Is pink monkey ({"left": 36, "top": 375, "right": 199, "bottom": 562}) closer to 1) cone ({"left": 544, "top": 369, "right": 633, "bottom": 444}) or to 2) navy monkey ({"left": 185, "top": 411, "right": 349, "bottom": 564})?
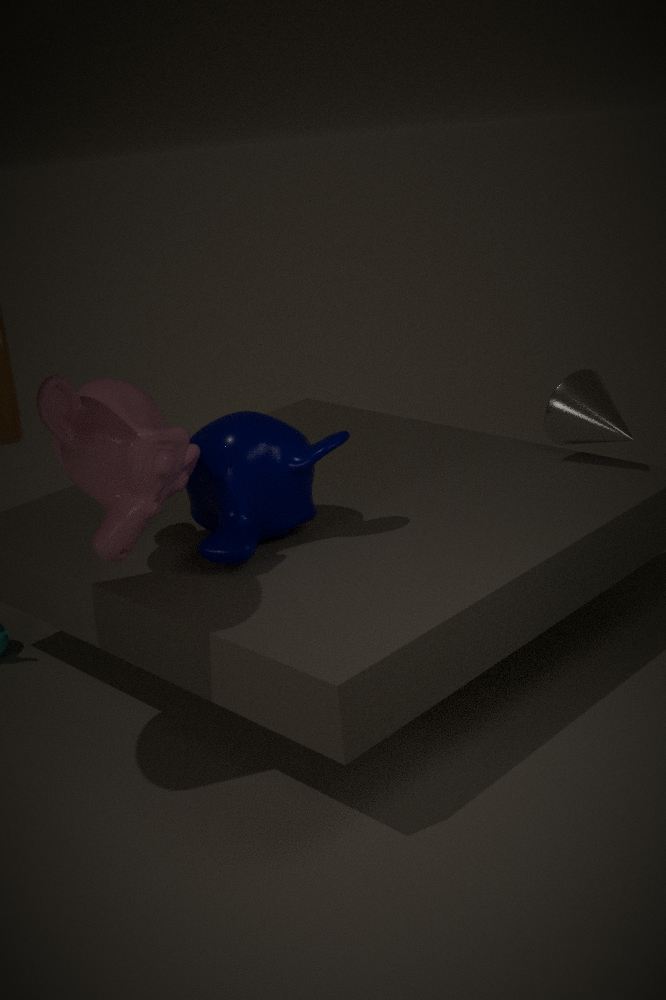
2) navy monkey ({"left": 185, "top": 411, "right": 349, "bottom": 564})
